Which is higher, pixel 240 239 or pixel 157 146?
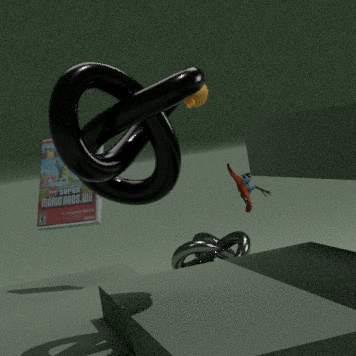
pixel 157 146
